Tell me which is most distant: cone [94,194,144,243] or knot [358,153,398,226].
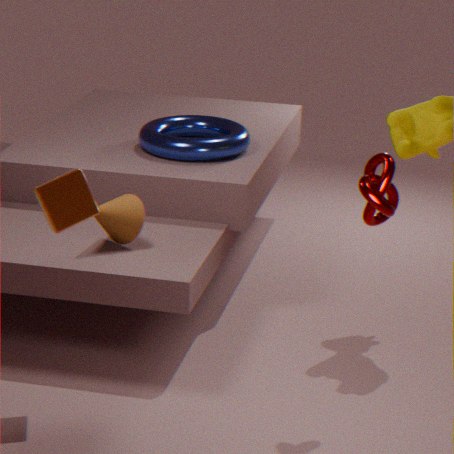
cone [94,194,144,243]
